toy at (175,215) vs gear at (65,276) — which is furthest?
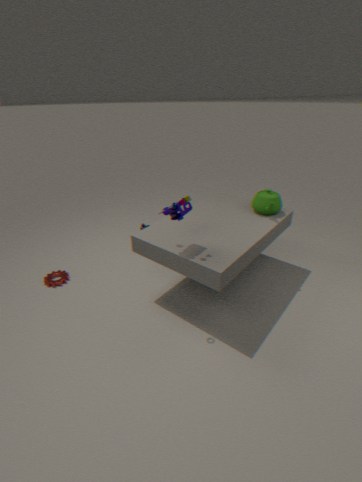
gear at (65,276)
